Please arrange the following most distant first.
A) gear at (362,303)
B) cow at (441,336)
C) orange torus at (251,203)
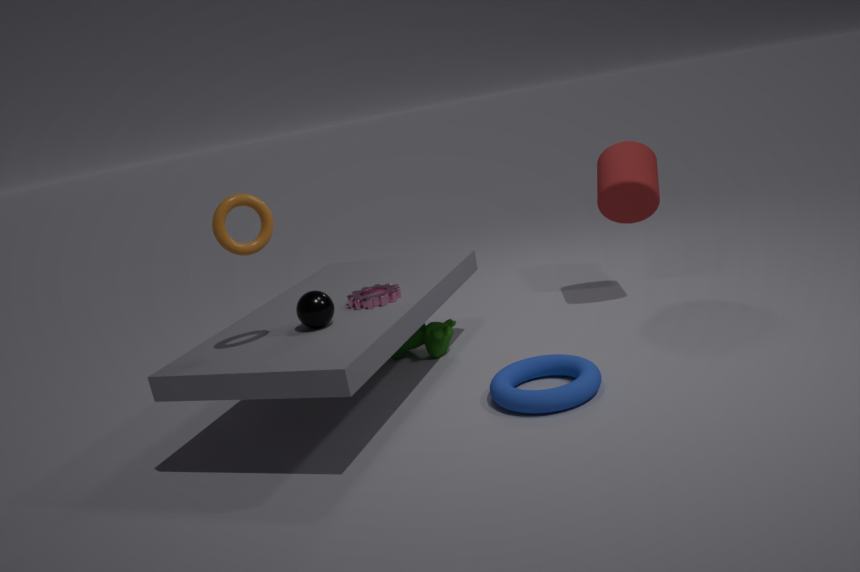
cow at (441,336) → gear at (362,303) → orange torus at (251,203)
